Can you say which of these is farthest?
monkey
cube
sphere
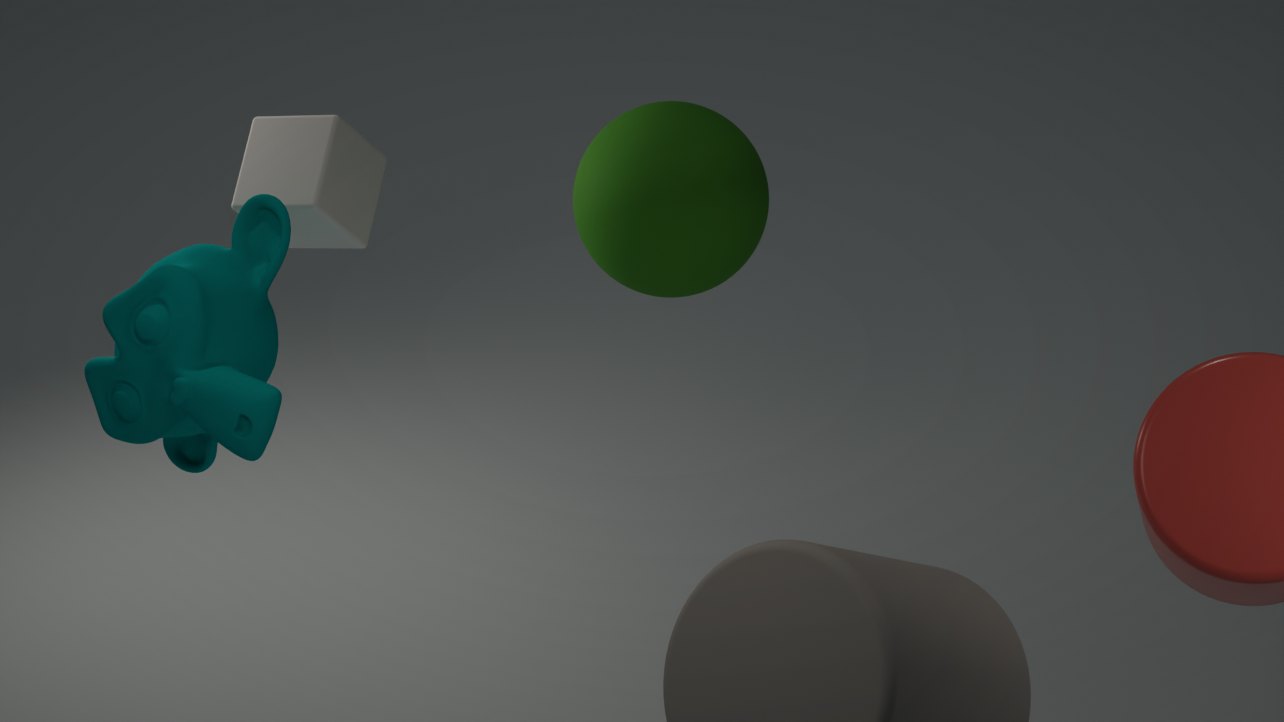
sphere
